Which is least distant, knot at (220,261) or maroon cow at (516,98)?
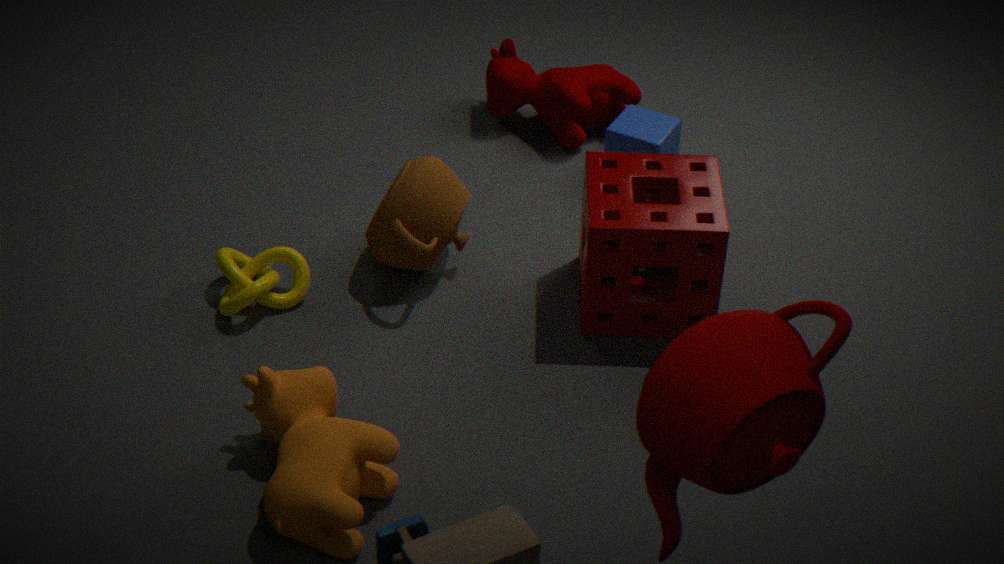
knot at (220,261)
